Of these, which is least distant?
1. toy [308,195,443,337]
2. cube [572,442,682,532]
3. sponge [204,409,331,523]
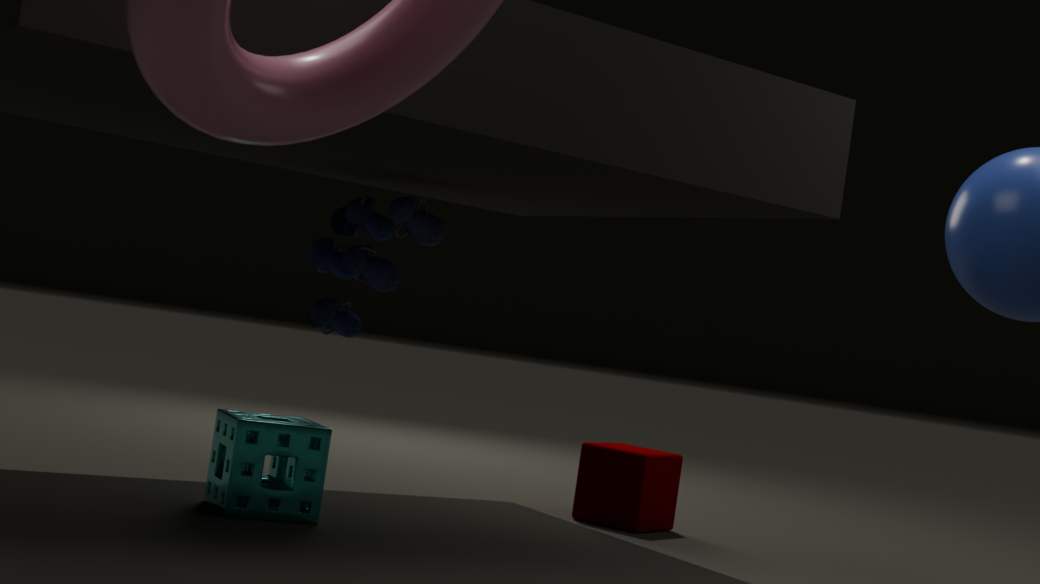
sponge [204,409,331,523]
